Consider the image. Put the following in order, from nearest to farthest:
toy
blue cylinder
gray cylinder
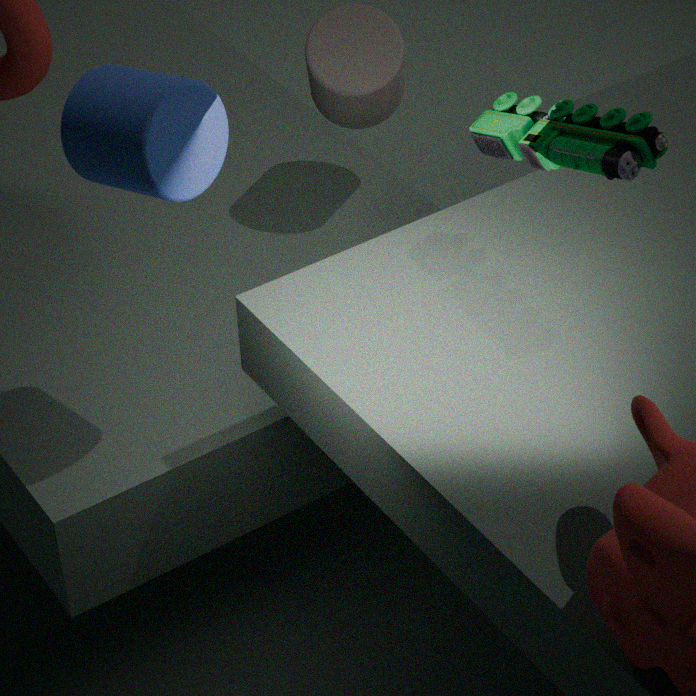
toy < blue cylinder < gray cylinder
